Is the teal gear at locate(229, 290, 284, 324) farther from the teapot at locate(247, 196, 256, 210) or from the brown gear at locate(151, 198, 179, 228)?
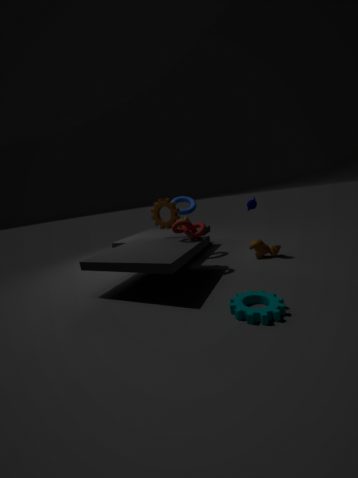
the brown gear at locate(151, 198, 179, 228)
